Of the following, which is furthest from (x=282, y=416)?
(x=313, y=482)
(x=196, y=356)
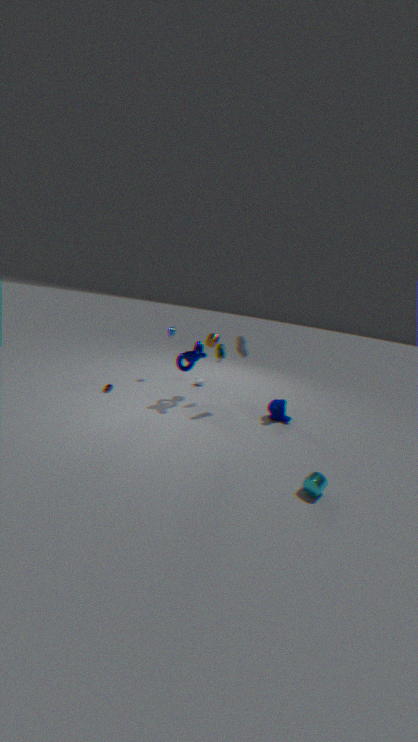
(x=313, y=482)
